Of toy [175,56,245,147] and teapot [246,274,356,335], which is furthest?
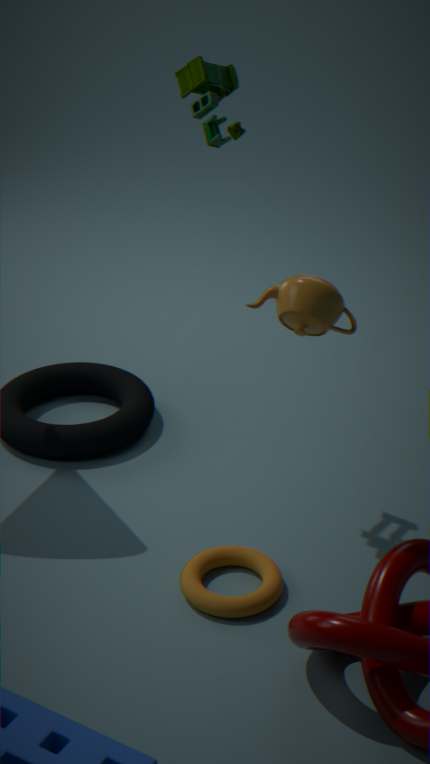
toy [175,56,245,147]
